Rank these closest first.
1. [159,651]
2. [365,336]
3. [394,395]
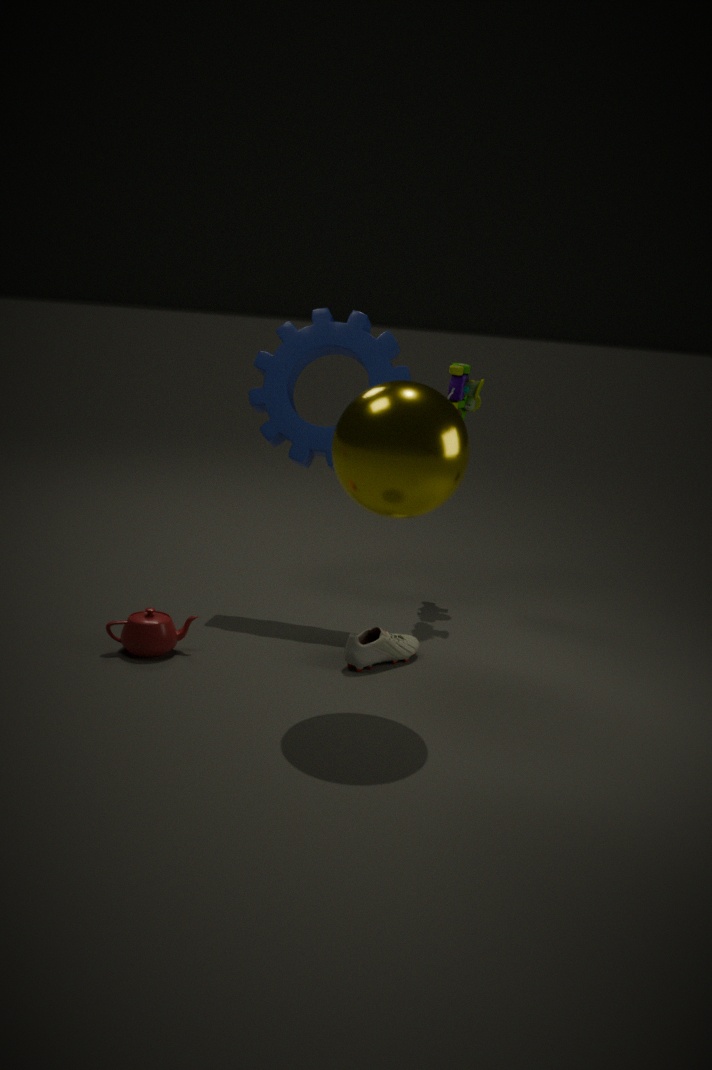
1. [394,395]
2. [159,651]
3. [365,336]
